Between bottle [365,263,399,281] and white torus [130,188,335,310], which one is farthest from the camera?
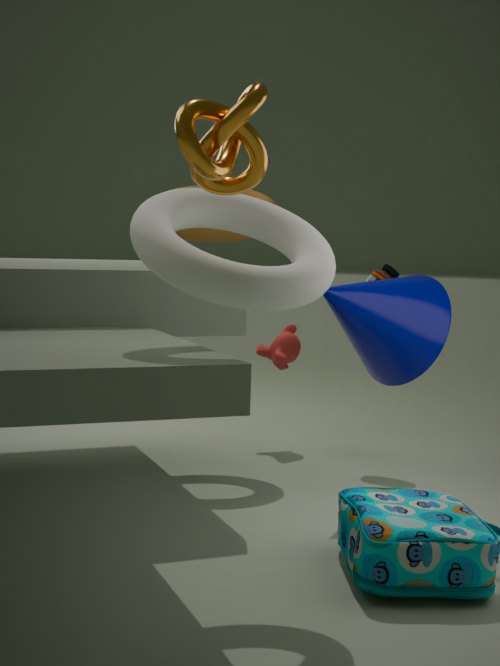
bottle [365,263,399,281]
